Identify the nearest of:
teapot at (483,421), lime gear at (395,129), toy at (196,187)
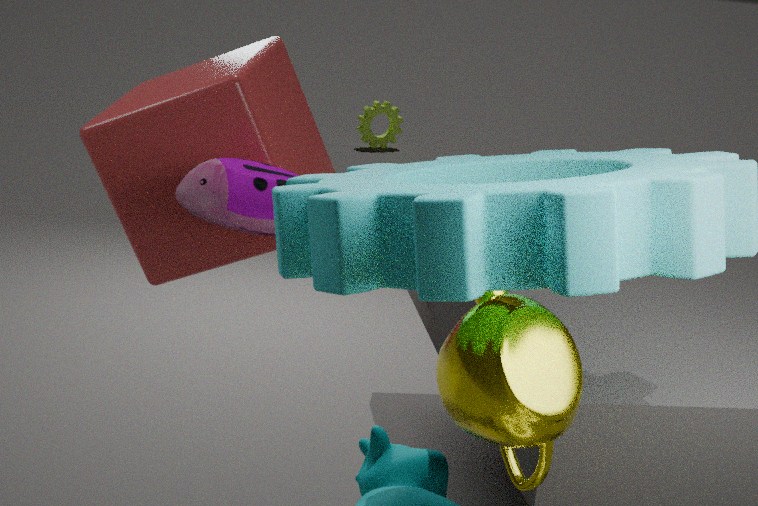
teapot at (483,421)
